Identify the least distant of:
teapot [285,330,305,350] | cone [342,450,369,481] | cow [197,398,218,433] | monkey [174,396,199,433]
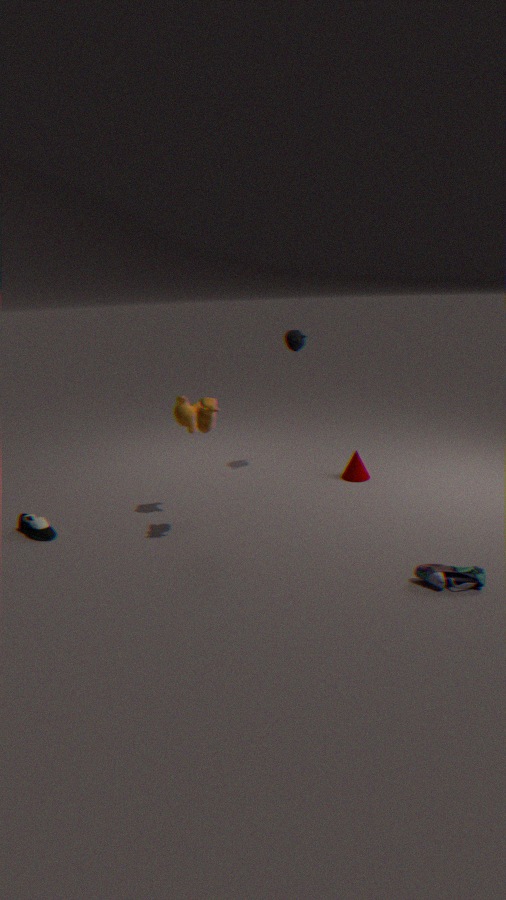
cow [197,398,218,433]
